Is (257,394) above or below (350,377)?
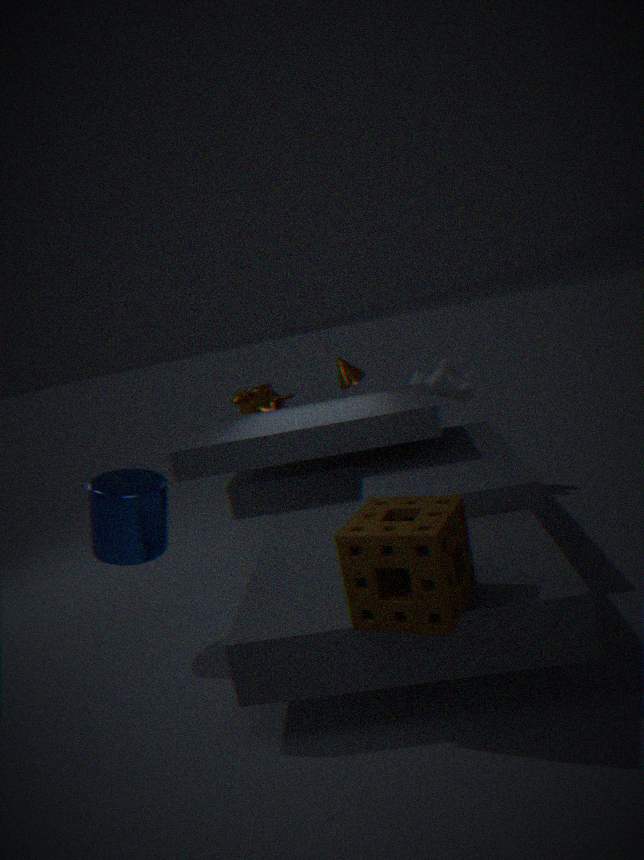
below
